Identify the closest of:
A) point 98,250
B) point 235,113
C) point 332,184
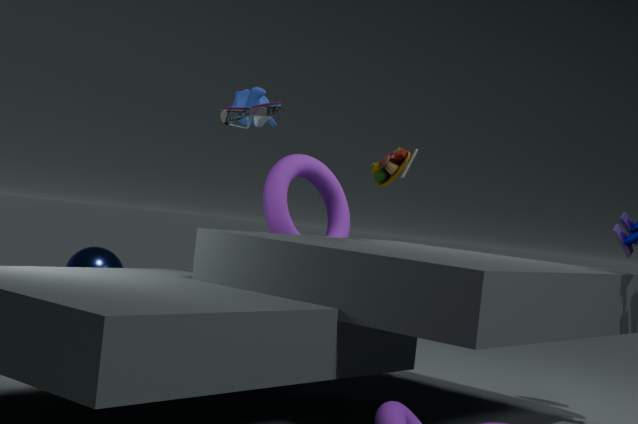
point 235,113
